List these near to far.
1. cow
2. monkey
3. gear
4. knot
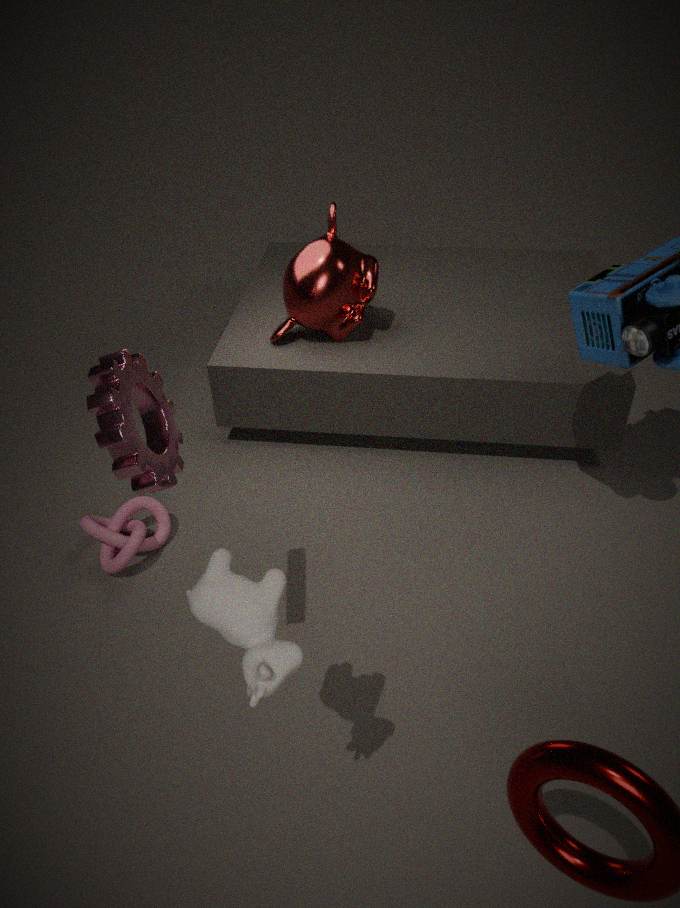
cow → gear → knot → monkey
